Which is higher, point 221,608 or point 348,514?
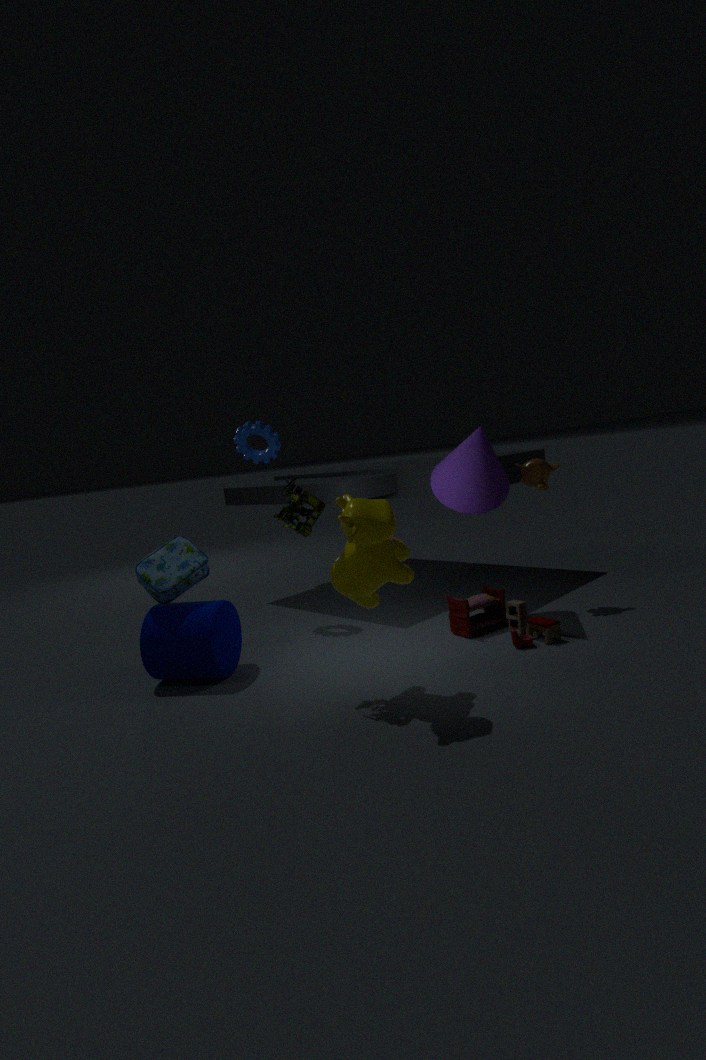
point 348,514
